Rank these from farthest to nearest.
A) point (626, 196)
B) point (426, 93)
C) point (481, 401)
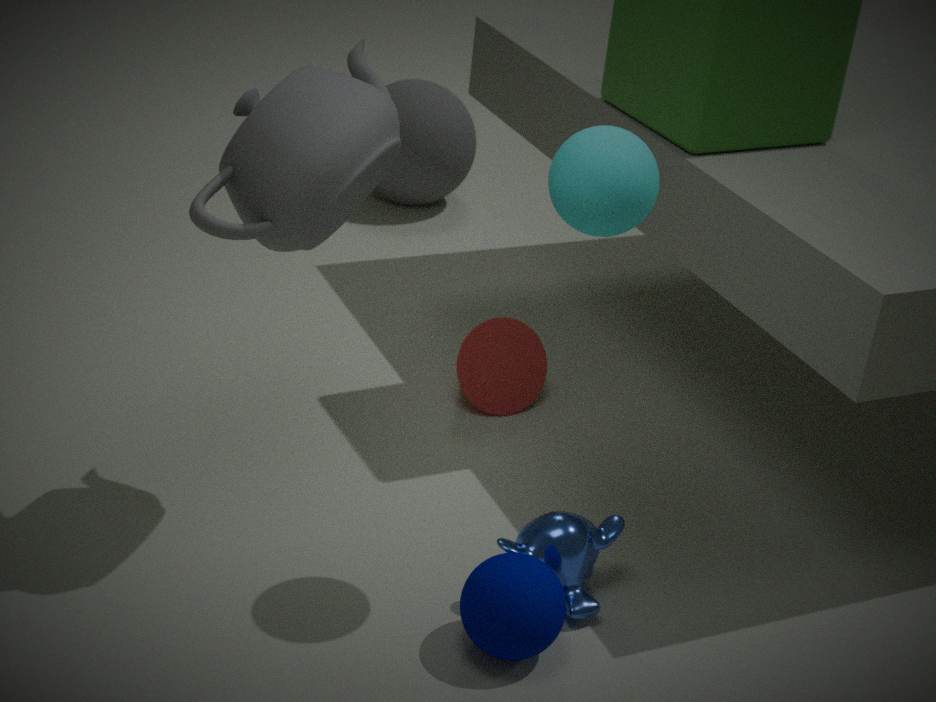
point (426, 93) < point (481, 401) < point (626, 196)
